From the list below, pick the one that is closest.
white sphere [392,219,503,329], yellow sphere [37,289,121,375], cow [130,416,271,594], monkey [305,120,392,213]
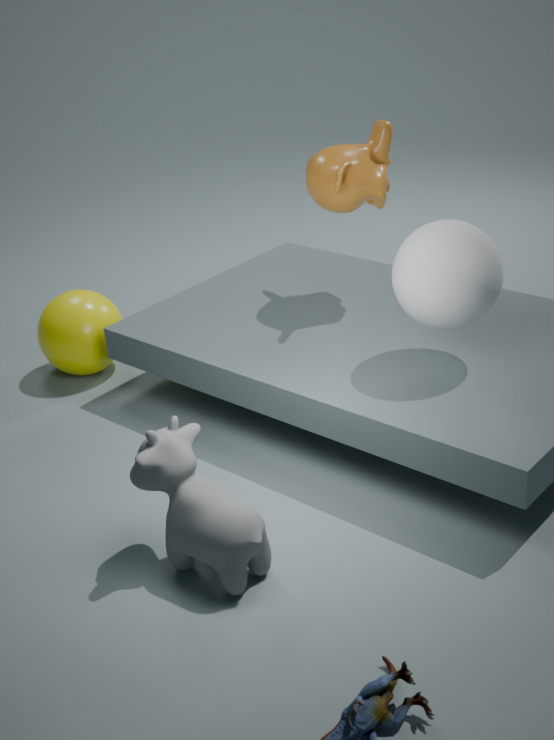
cow [130,416,271,594]
